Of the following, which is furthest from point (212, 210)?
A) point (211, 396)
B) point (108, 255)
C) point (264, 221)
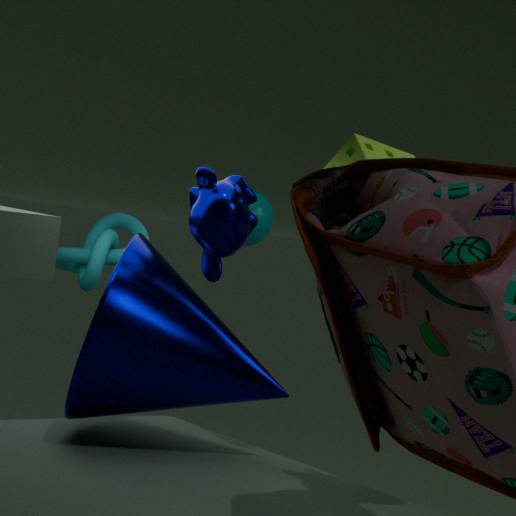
point (264, 221)
